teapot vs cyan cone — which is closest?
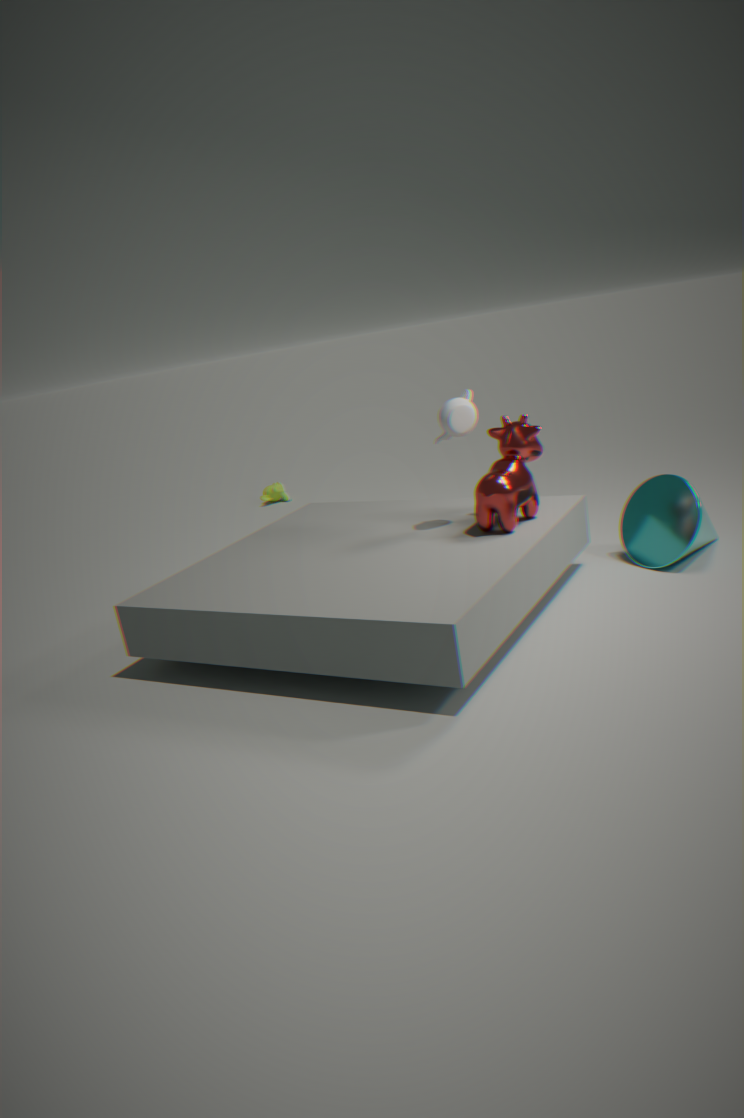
teapot
